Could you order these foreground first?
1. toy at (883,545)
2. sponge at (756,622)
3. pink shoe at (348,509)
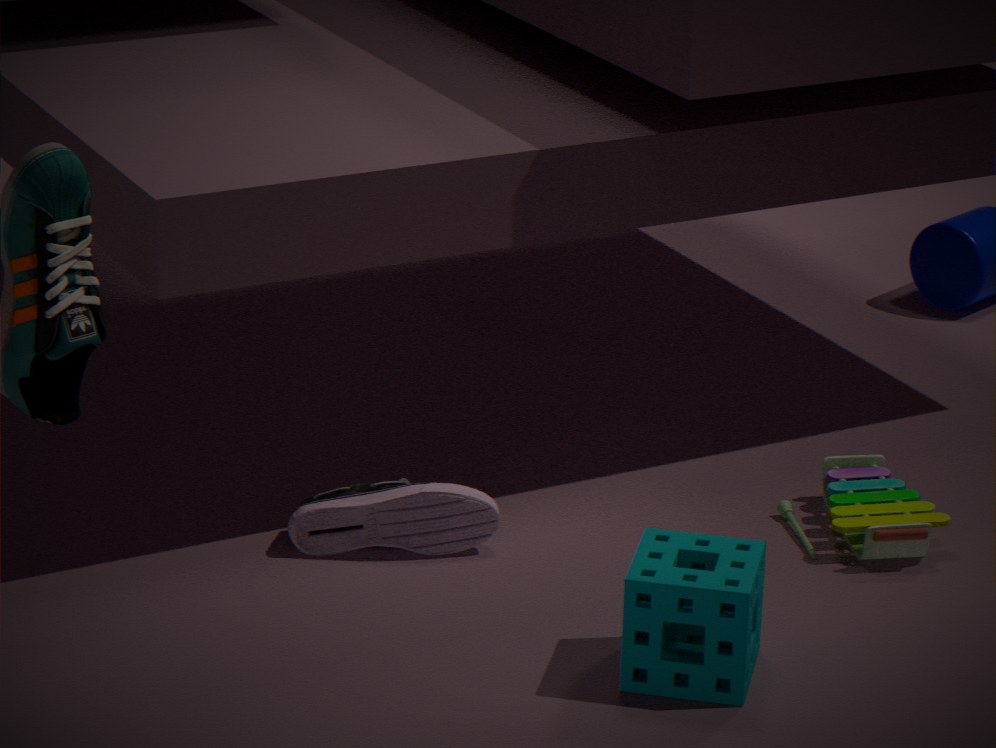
sponge at (756,622) → pink shoe at (348,509) → toy at (883,545)
